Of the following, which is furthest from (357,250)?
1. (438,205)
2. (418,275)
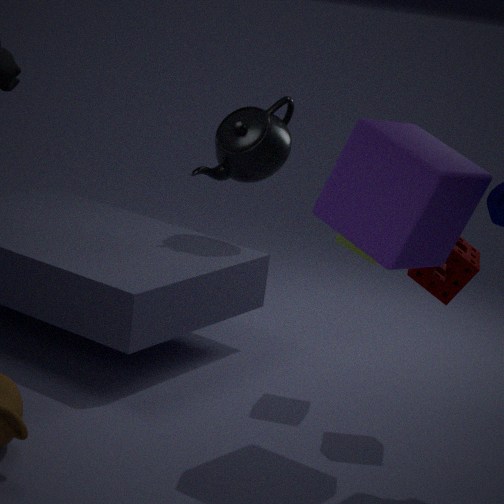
(438,205)
